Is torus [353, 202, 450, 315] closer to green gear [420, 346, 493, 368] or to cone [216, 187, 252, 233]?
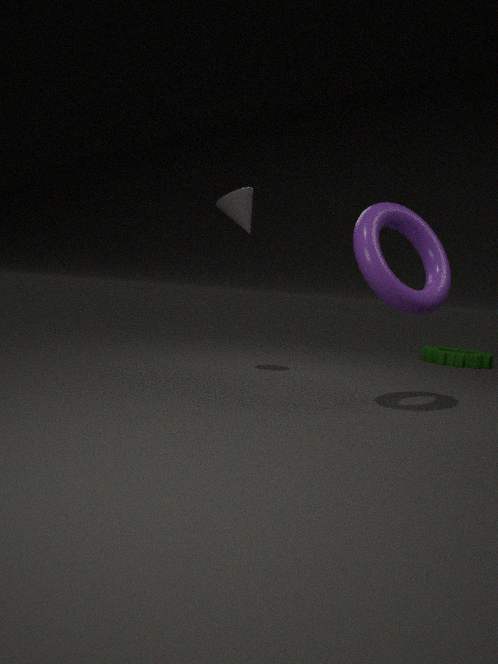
cone [216, 187, 252, 233]
